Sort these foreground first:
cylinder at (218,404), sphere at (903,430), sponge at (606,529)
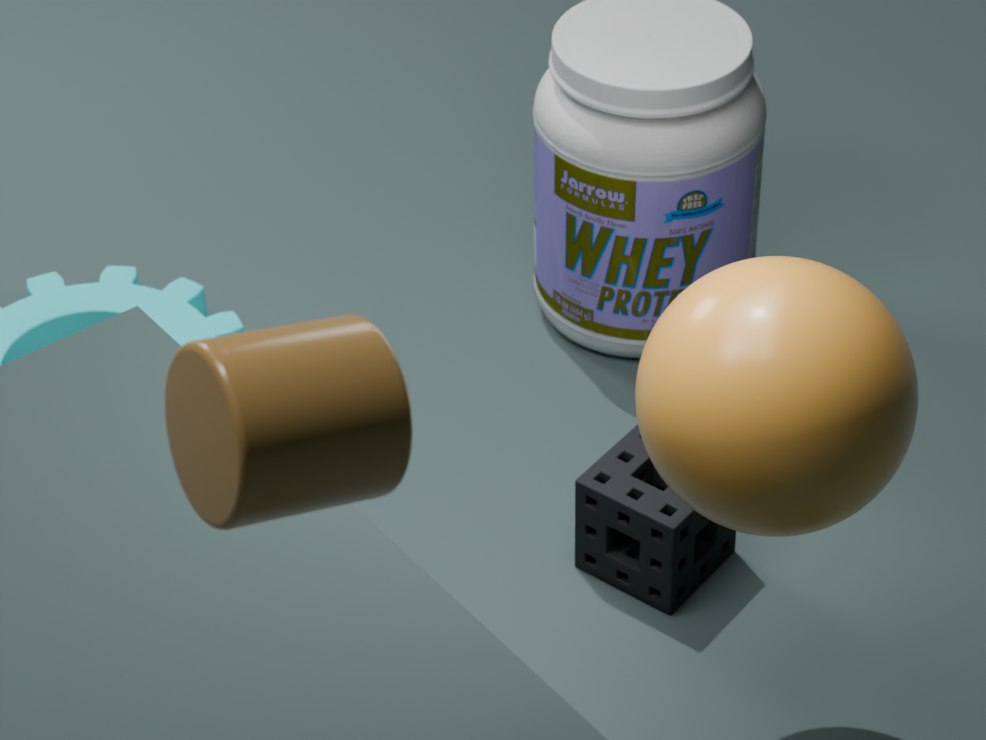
cylinder at (218,404)
sphere at (903,430)
sponge at (606,529)
